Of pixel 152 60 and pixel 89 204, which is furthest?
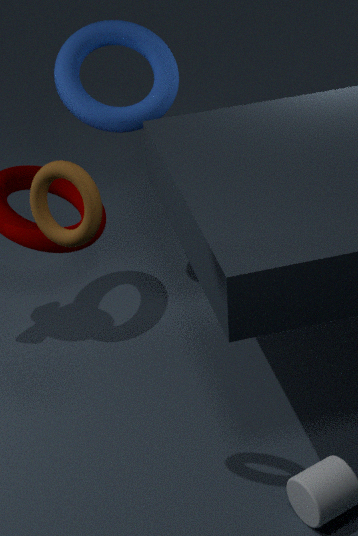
pixel 152 60
